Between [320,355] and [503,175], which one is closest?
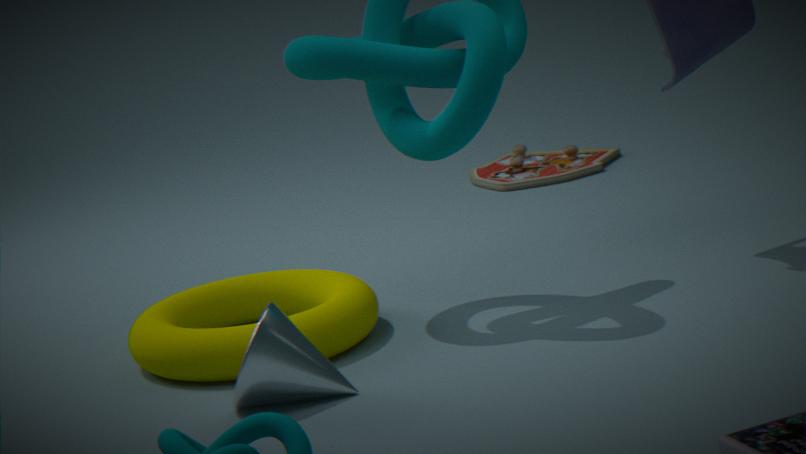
[320,355]
